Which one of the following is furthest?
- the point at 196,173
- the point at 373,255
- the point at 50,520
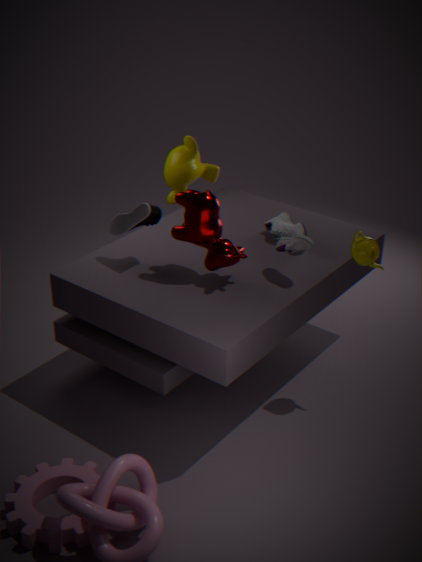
the point at 196,173
